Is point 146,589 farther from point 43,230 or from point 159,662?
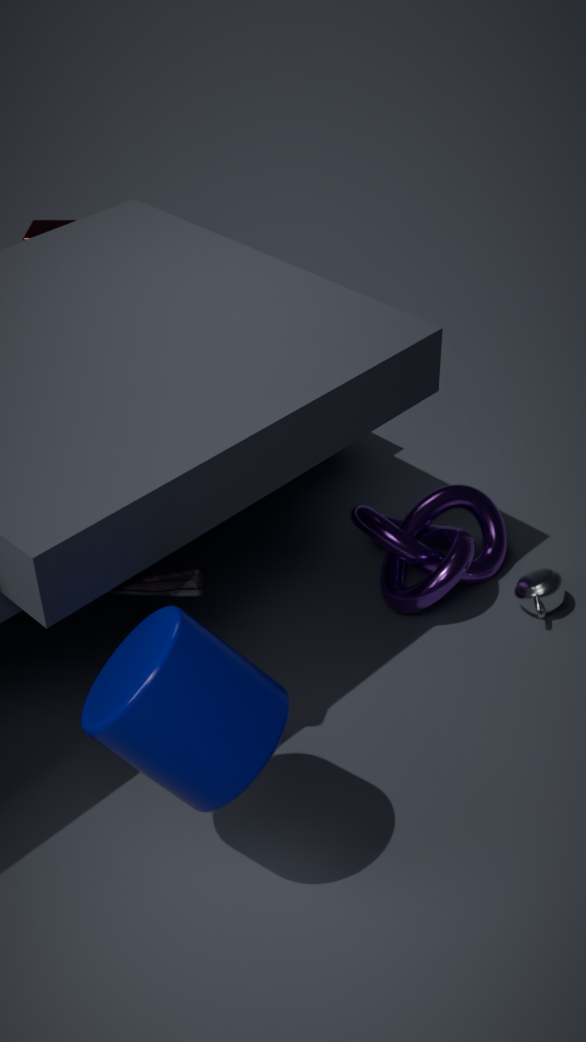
point 43,230
